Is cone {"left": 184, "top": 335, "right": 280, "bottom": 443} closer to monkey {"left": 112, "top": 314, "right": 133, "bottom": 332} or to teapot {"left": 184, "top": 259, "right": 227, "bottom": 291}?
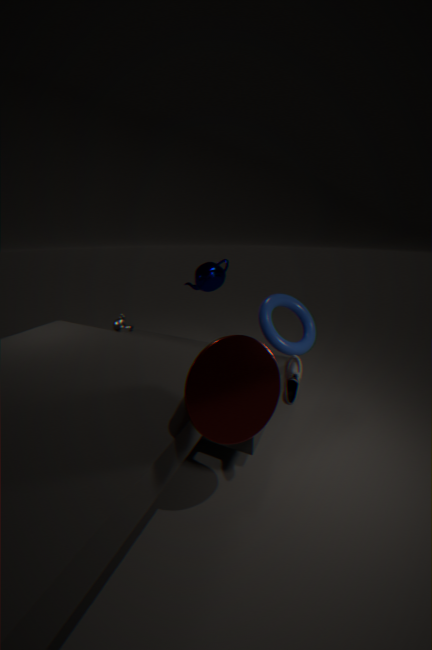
monkey {"left": 112, "top": 314, "right": 133, "bottom": 332}
